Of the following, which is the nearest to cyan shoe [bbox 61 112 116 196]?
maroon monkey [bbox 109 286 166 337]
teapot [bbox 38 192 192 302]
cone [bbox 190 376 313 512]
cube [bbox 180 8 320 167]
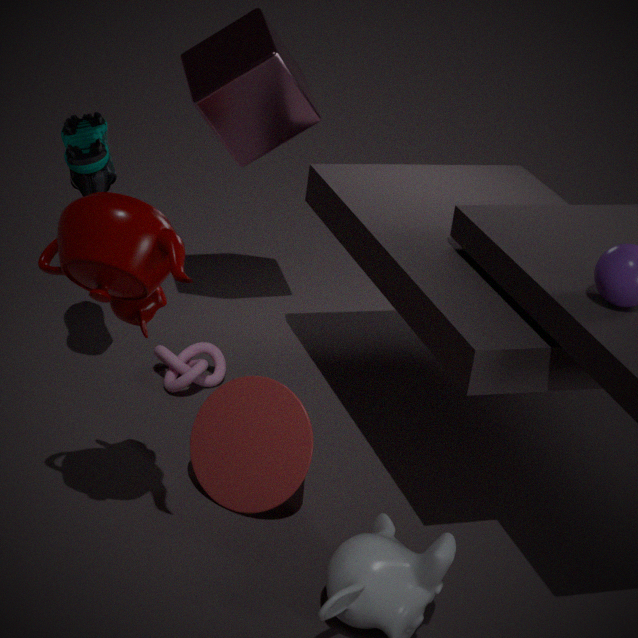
cube [bbox 180 8 320 167]
